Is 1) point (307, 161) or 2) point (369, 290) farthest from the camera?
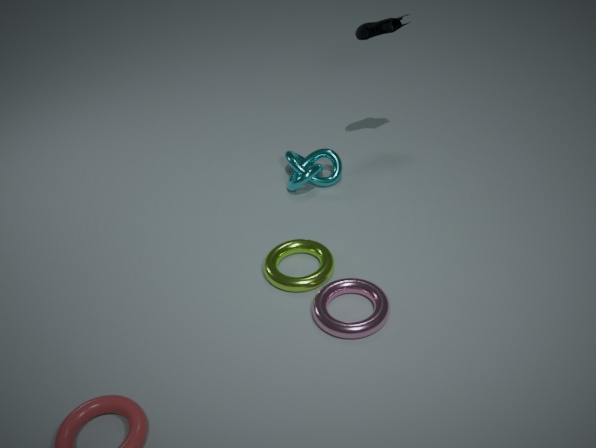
1. point (307, 161)
